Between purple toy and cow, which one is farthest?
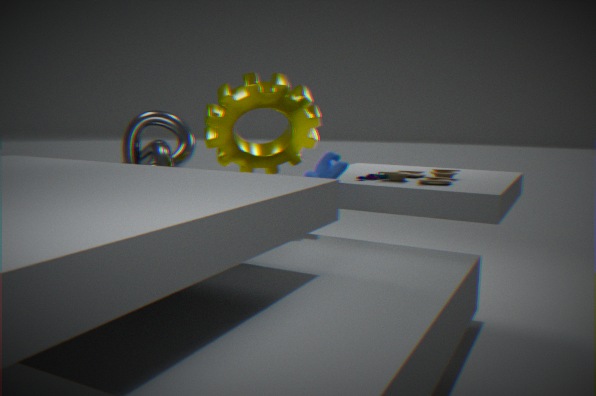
purple toy
